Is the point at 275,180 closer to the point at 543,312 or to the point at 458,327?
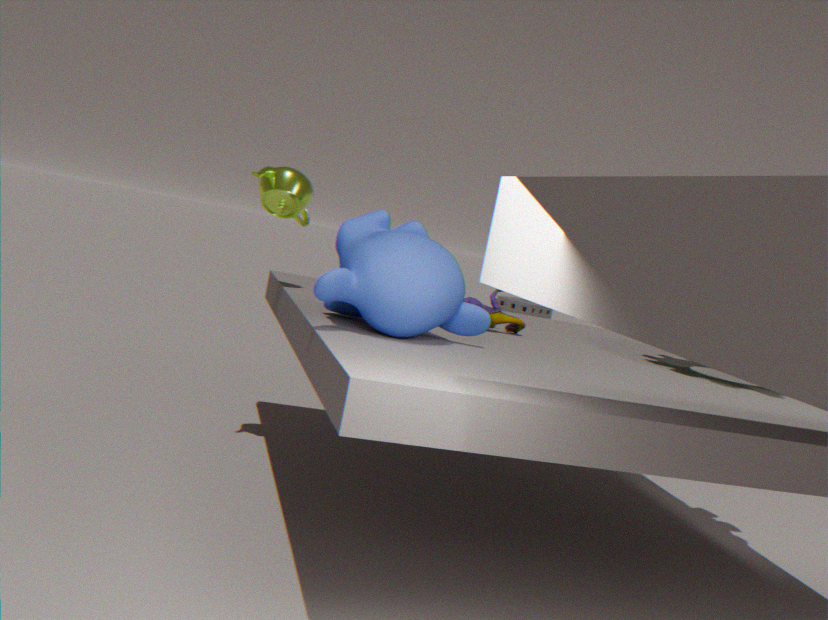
the point at 458,327
